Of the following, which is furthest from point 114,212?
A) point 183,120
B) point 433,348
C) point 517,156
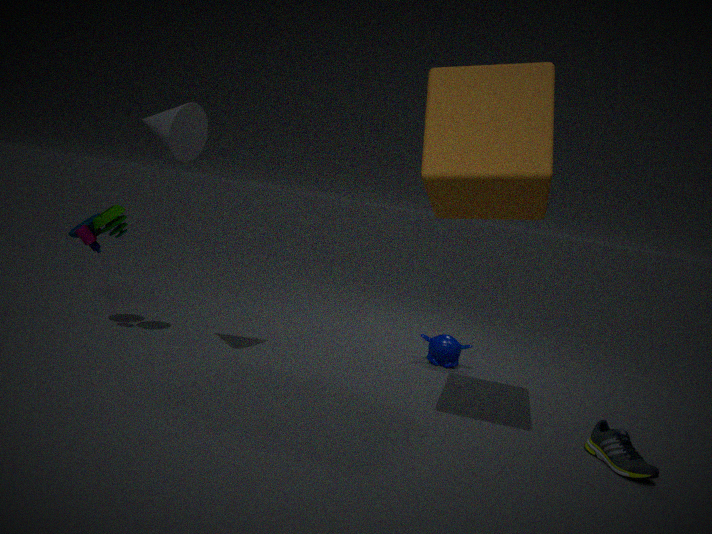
point 433,348
